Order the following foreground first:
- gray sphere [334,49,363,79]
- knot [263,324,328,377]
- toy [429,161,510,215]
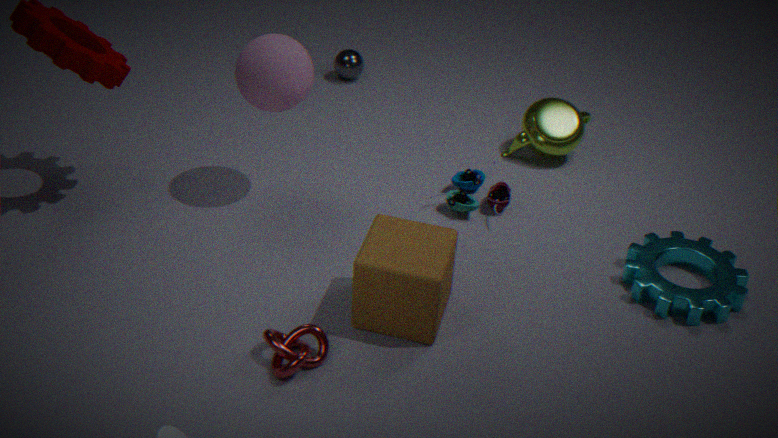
knot [263,324,328,377] → toy [429,161,510,215] → gray sphere [334,49,363,79]
